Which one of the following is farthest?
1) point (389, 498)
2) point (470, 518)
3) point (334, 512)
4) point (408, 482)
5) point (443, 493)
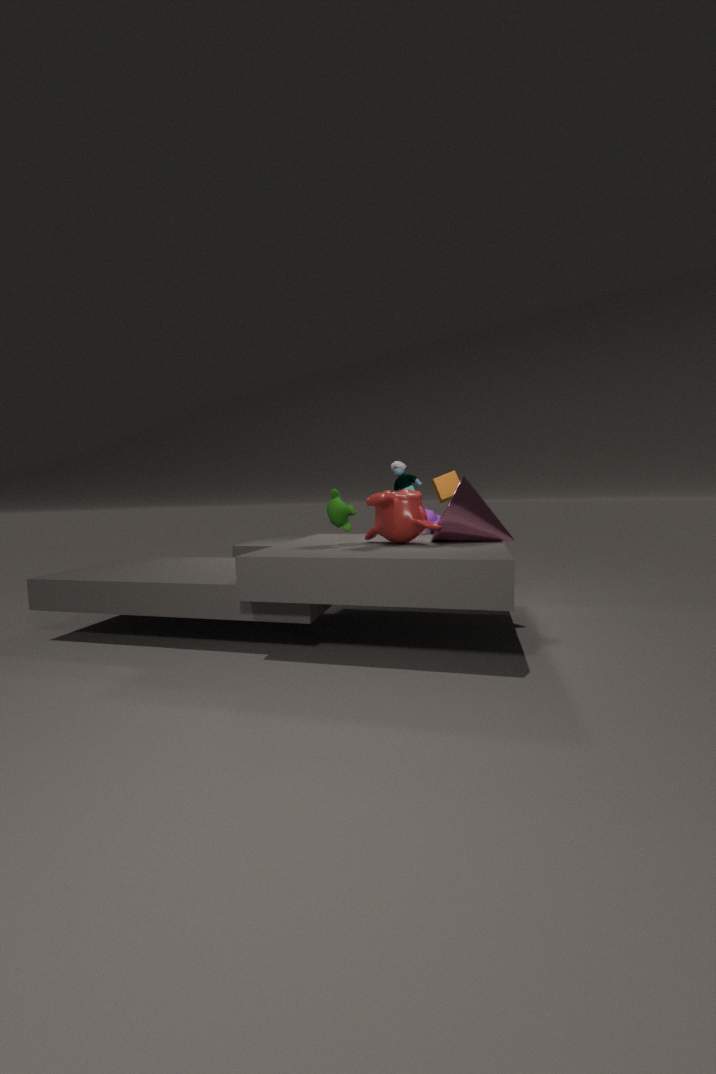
4. point (408, 482)
